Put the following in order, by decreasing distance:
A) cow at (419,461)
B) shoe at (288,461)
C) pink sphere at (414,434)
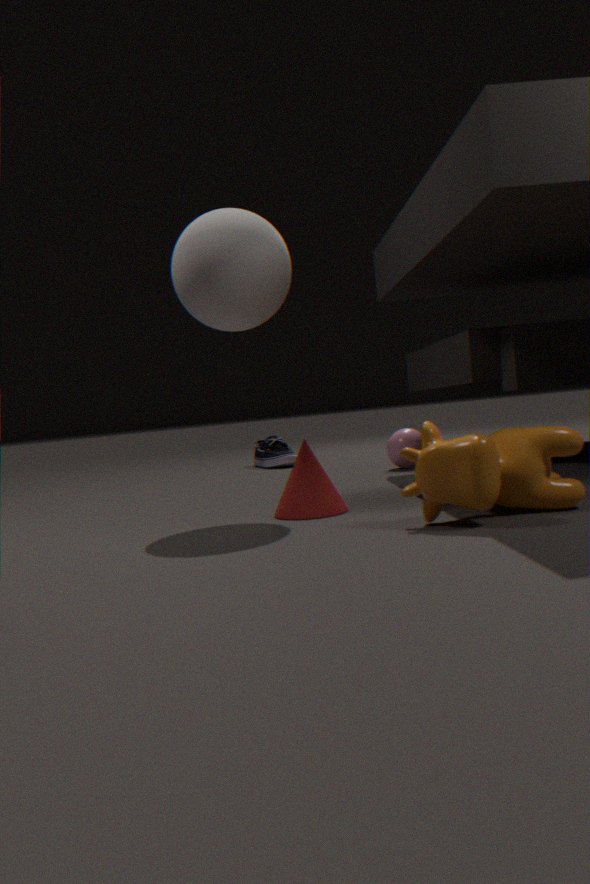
shoe at (288,461)
pink sphere at (414,434)
cow at (419,461)
